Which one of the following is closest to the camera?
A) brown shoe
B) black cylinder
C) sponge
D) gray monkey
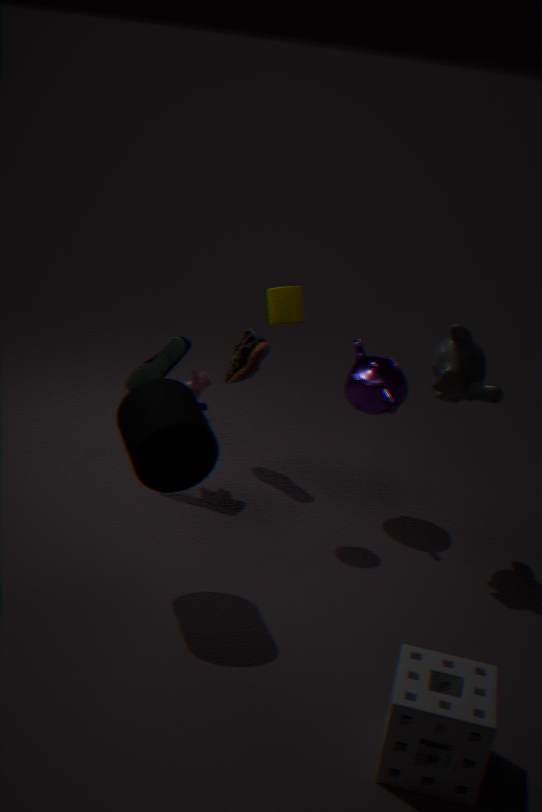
sponge
